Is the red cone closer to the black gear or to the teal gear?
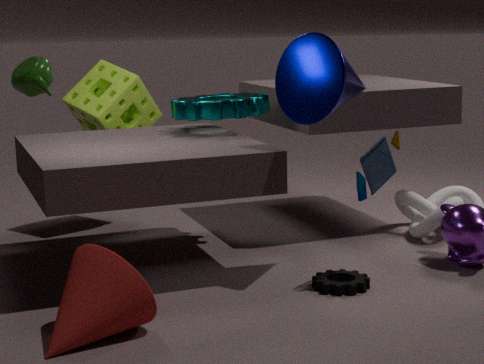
the black gear
